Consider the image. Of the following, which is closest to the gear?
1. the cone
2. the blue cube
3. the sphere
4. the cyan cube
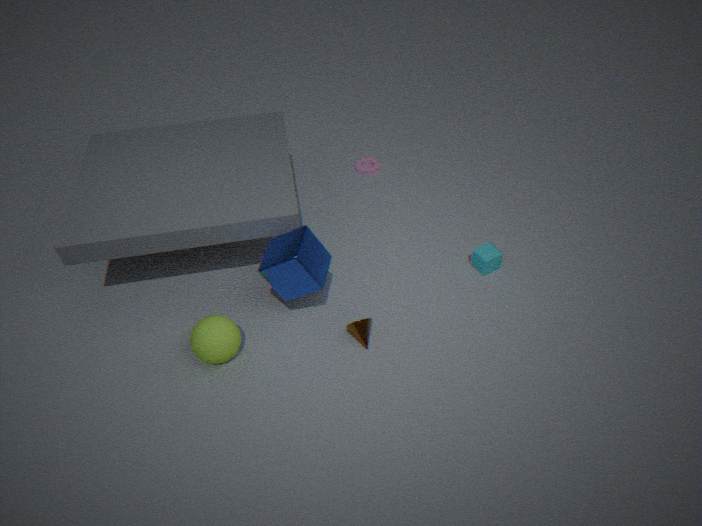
the cyan cube
